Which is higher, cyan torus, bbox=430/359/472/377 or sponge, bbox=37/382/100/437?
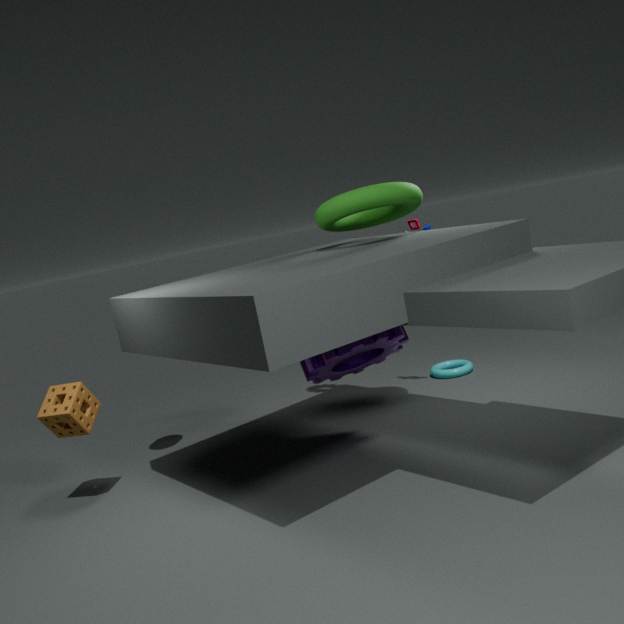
sponge, bbox=37/382/100/437
